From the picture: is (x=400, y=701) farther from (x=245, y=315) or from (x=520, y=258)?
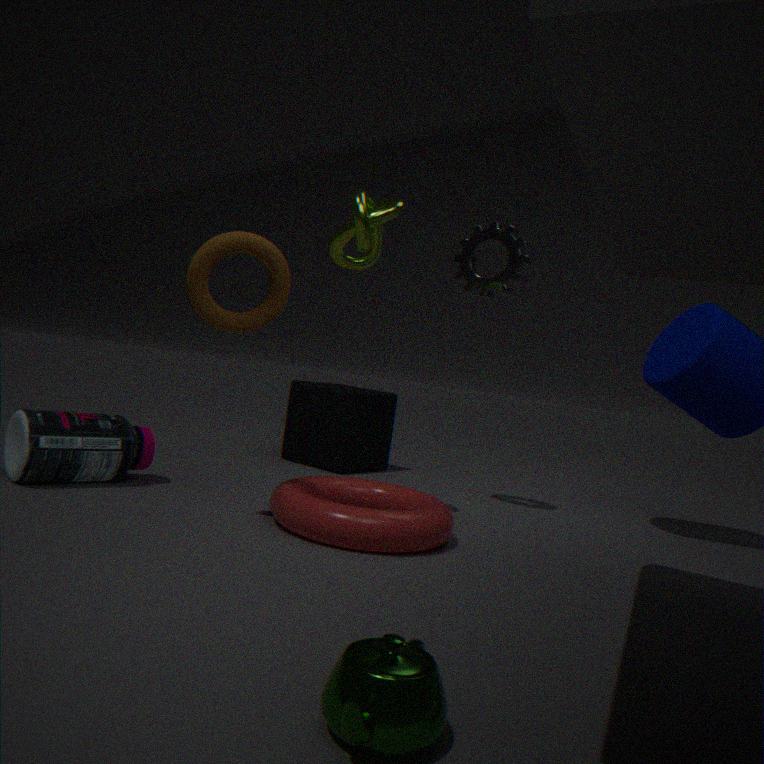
(x=520, y=258)
